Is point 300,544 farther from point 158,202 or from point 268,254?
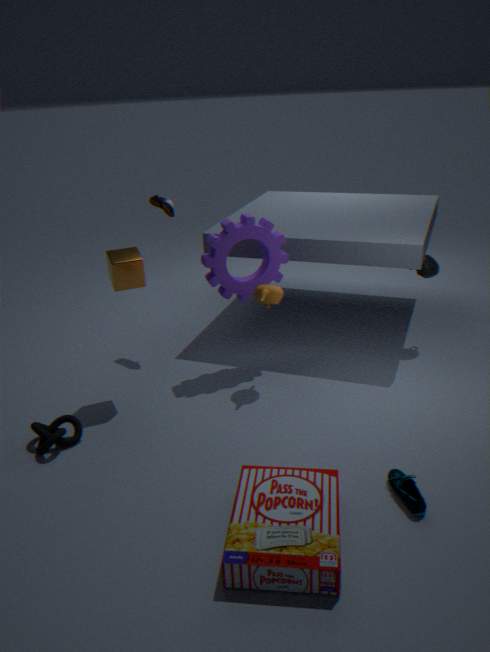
point 158,202
